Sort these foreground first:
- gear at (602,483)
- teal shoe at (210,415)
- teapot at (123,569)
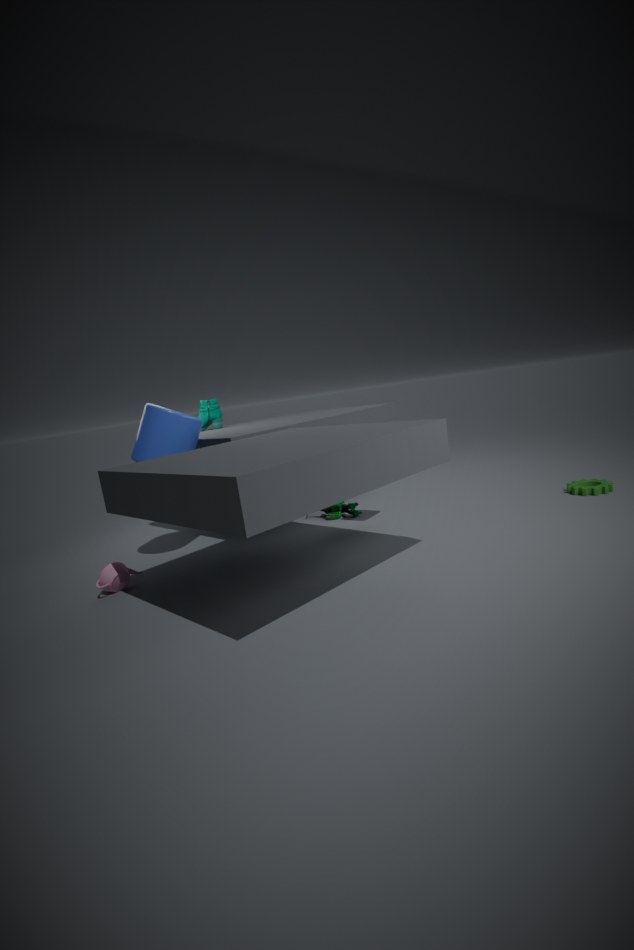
teapot at (123,569) < gear at (602,483) < teal shoe at (210,415)
